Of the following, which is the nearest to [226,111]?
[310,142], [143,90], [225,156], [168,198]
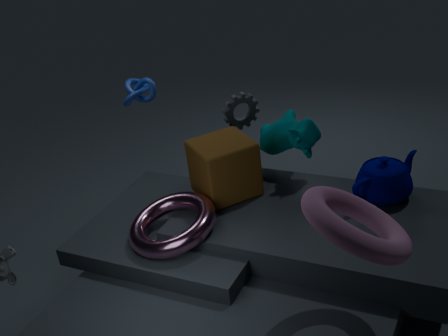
[310,142]
